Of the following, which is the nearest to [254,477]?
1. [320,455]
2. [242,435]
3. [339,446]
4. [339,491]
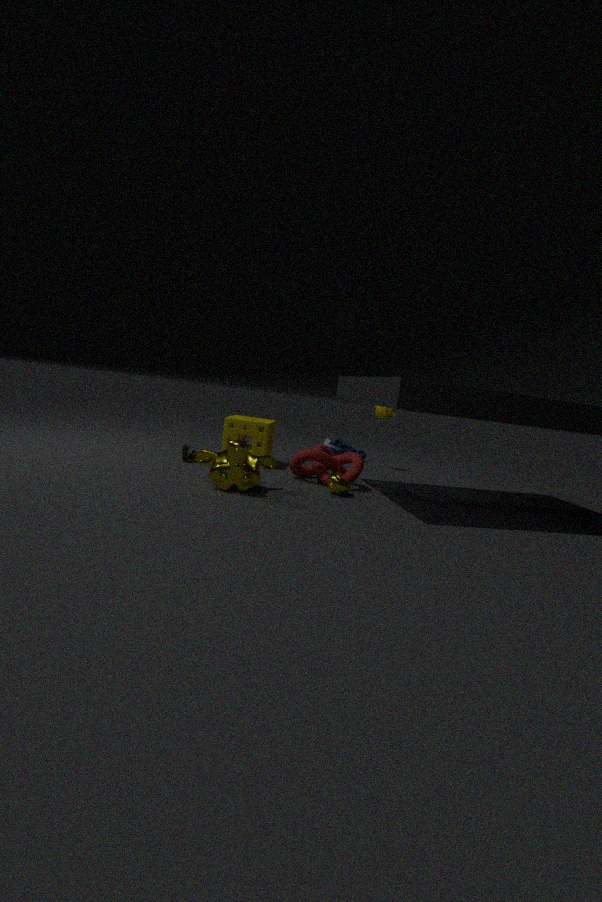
[339,491]
